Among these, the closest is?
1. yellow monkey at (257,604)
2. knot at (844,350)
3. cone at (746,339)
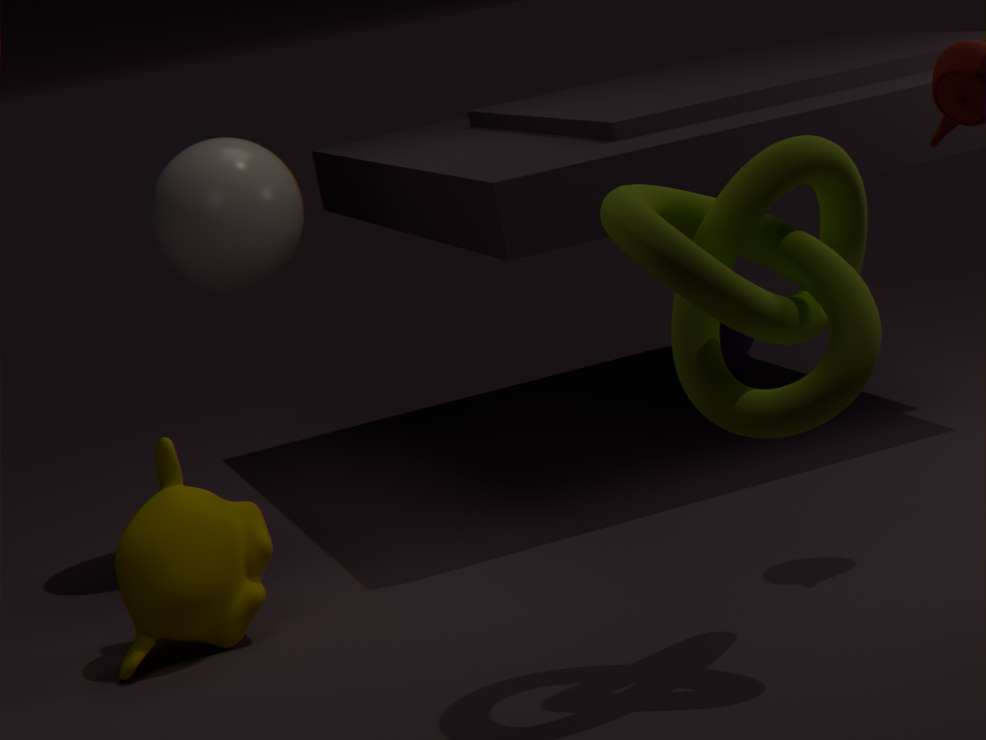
knot at (844,350)
